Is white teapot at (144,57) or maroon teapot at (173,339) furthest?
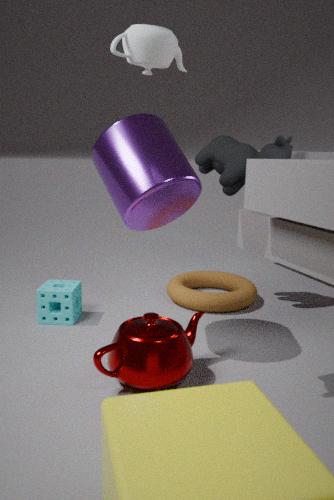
maroon teapot at (173,339)
